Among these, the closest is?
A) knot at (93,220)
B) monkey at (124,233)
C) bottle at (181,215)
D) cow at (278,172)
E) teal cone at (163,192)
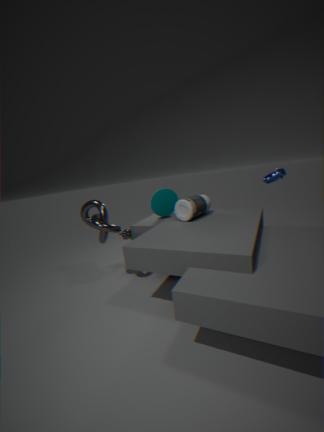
cow at (278,172)
